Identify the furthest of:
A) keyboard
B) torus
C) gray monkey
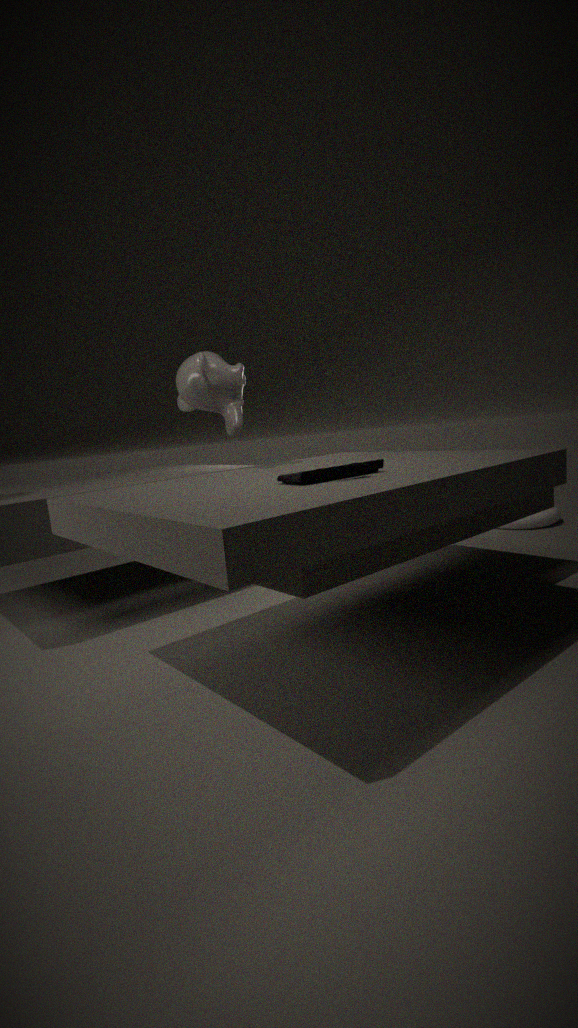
torus
